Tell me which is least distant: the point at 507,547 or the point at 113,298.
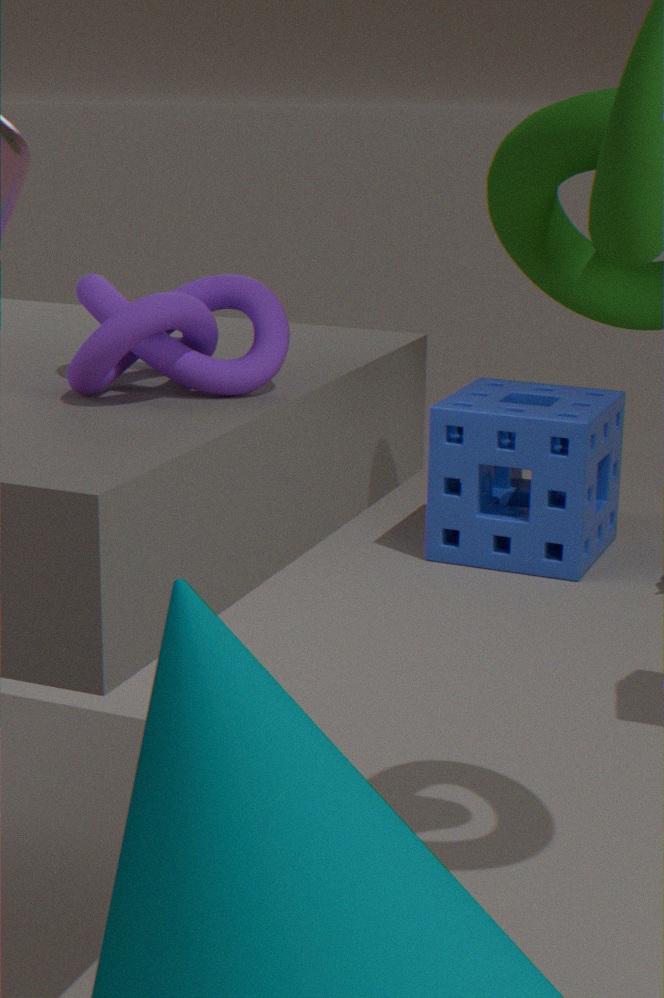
the point at 113,298
